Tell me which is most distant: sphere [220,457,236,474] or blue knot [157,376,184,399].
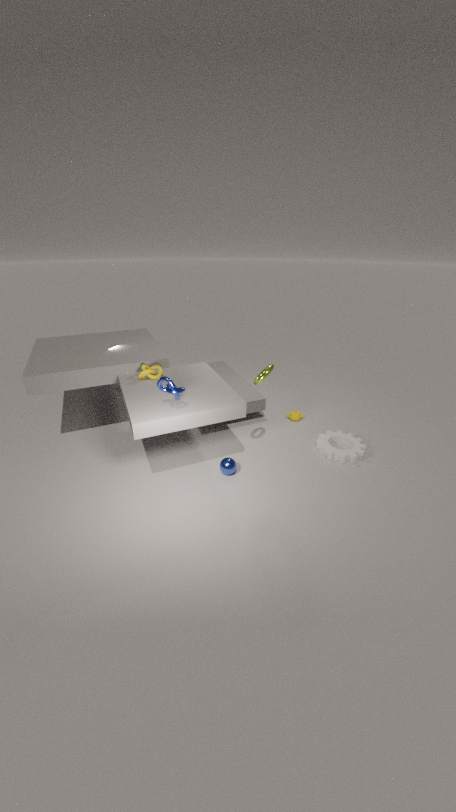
sphere [220,457,236,474]
